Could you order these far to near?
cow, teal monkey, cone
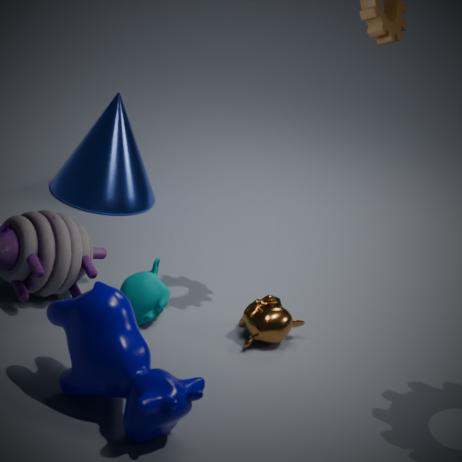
cone
teal monkey
cow
